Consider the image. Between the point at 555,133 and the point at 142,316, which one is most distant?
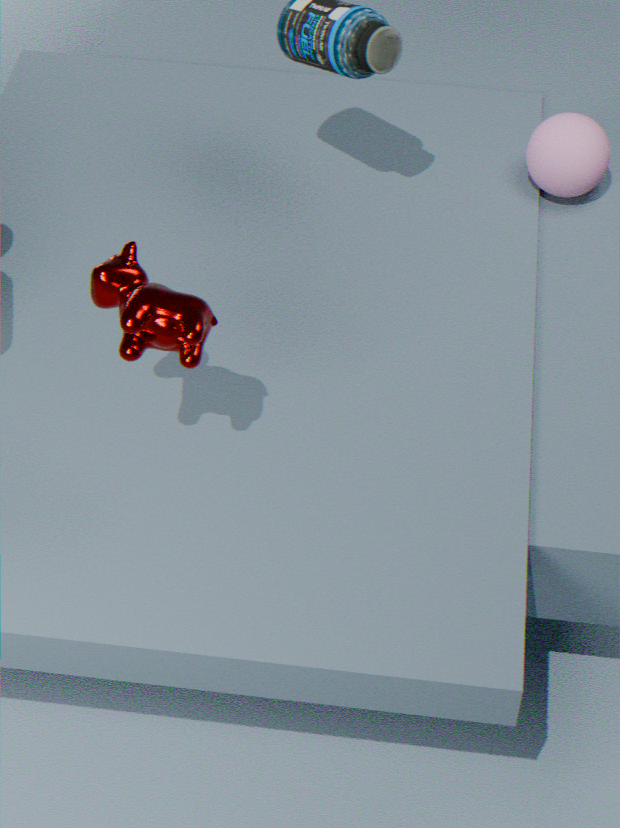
the point at 555,133
